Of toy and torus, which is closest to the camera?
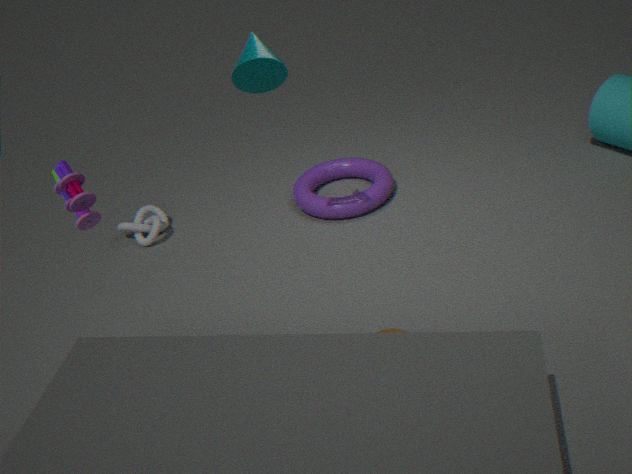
toy
